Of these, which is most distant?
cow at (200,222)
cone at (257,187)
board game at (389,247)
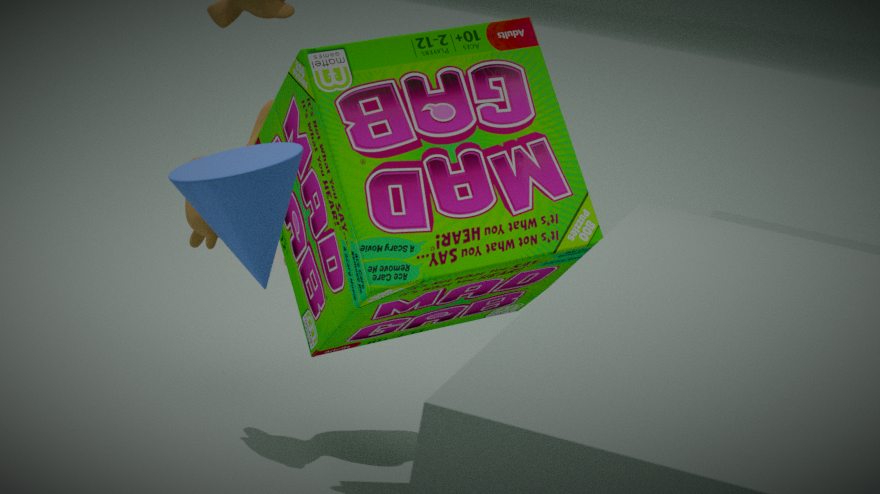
cow at (200,222)
